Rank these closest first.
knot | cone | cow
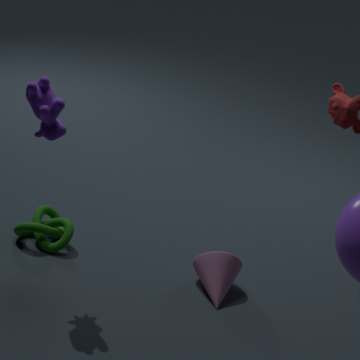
cow, cone, knot
